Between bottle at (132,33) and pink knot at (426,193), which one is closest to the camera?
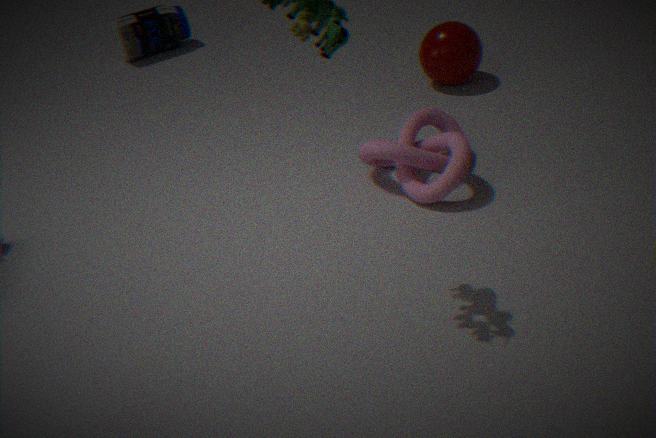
pink knot at (426,193)
